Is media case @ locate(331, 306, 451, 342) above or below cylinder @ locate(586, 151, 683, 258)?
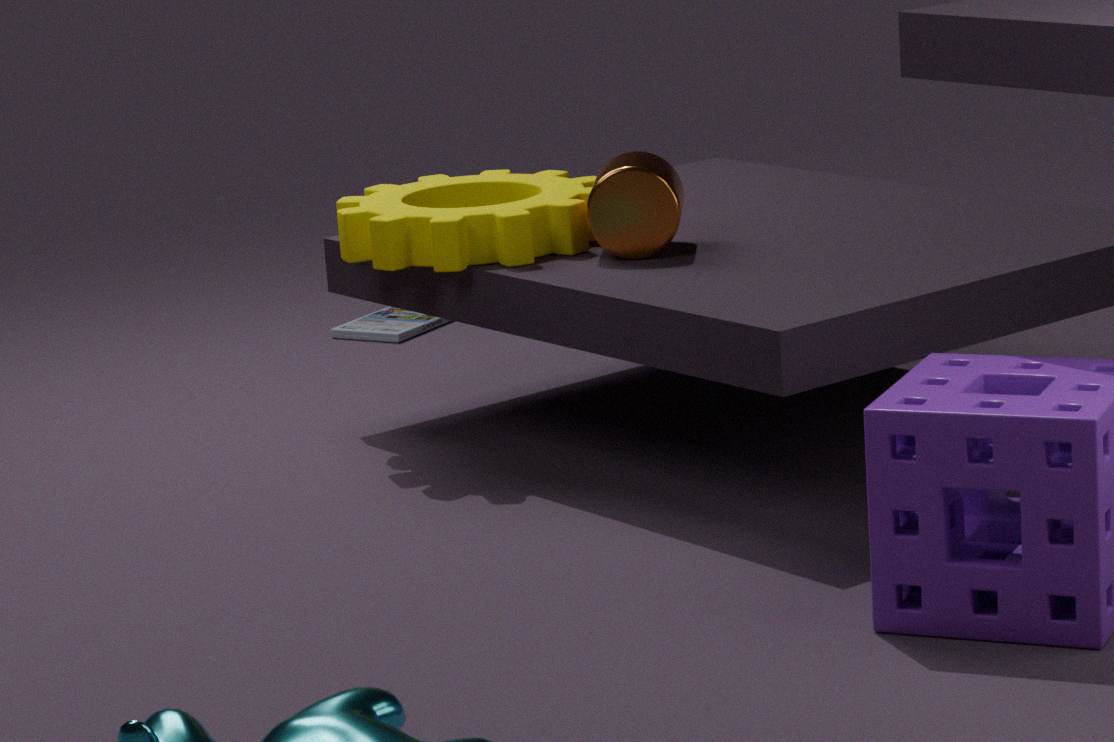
below
